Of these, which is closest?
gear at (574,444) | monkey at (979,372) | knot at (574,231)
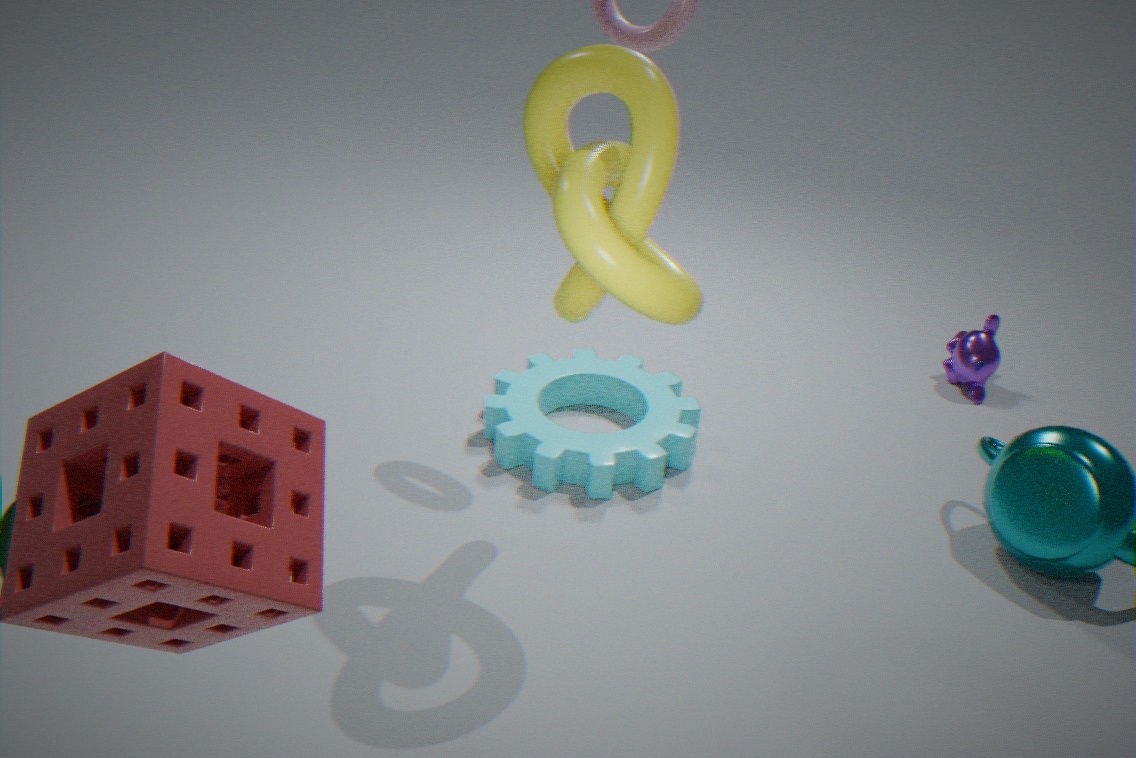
knot at (574,231)
